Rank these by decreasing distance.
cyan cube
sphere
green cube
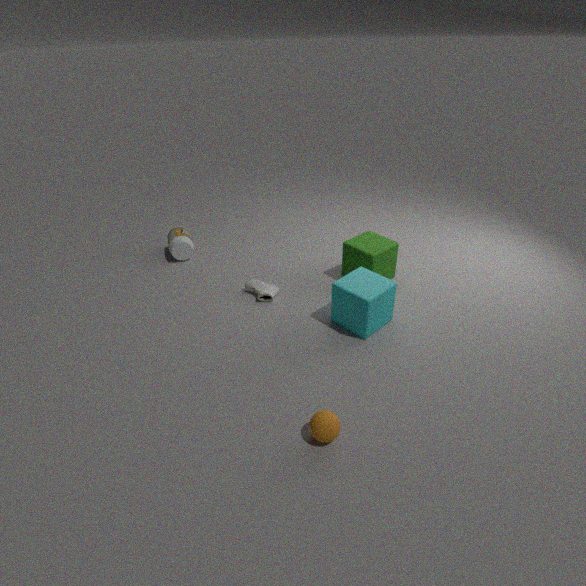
1. green cube
2. cyan cube
3. sphere
